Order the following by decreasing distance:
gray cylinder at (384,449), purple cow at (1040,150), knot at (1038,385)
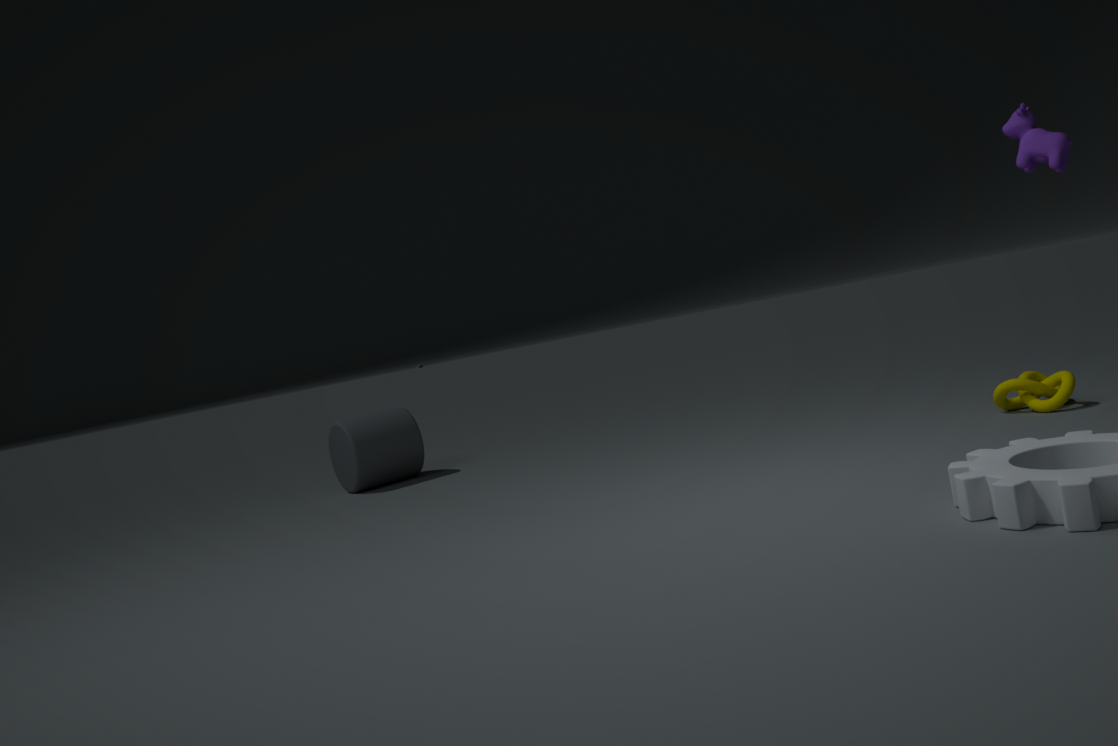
gray cylinder at (384,449) < knot at (1038,385) < purple cow at (1040,150)
